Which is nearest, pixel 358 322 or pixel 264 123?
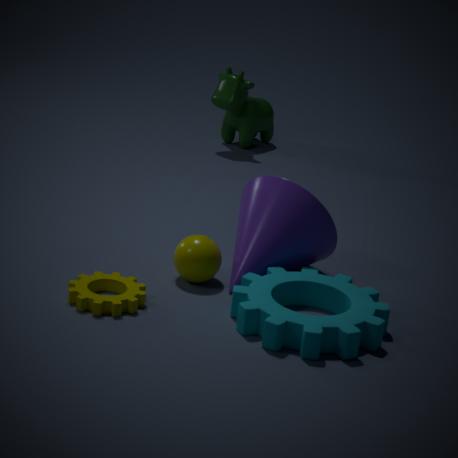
pixel 358 322
